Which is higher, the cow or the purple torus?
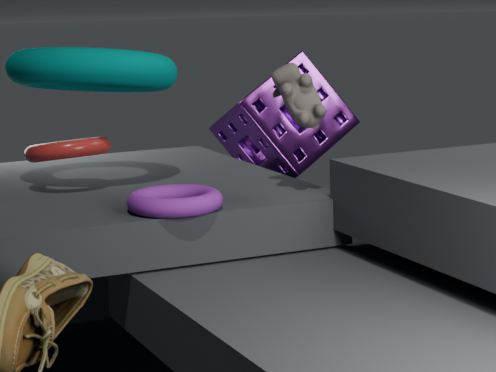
the cow
